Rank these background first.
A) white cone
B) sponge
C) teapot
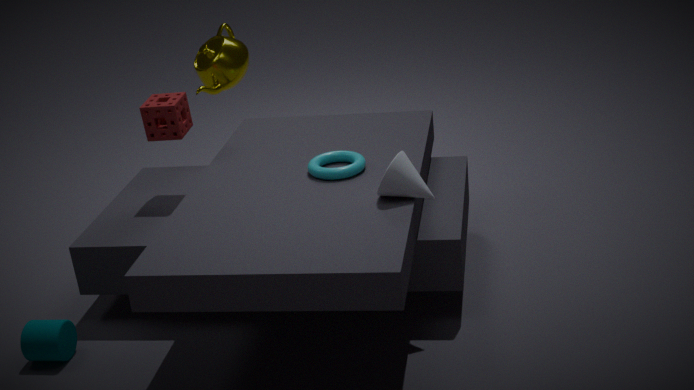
1. teapot
2. sponge
3. white cone
